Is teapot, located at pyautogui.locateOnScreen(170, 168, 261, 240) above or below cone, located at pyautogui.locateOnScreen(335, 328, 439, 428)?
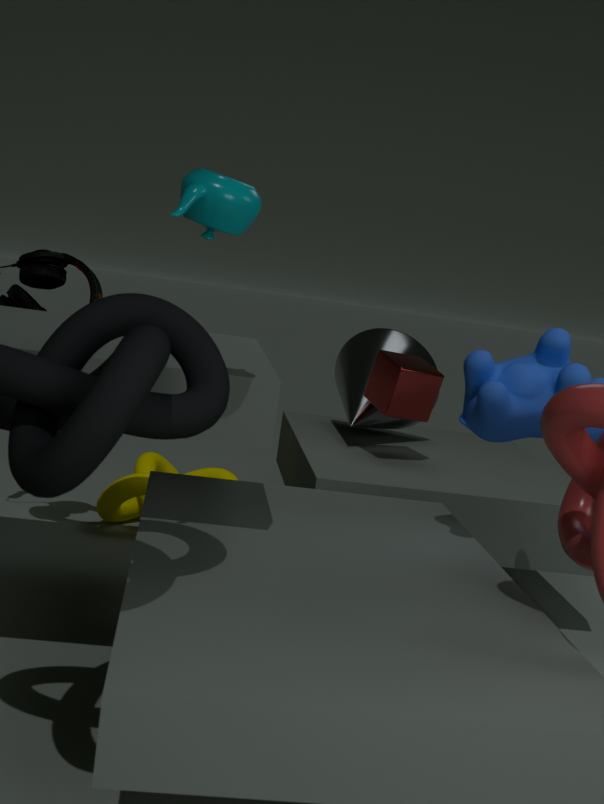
above
